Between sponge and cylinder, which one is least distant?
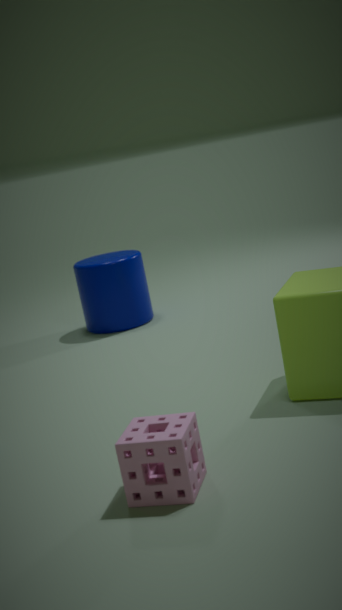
sponge
